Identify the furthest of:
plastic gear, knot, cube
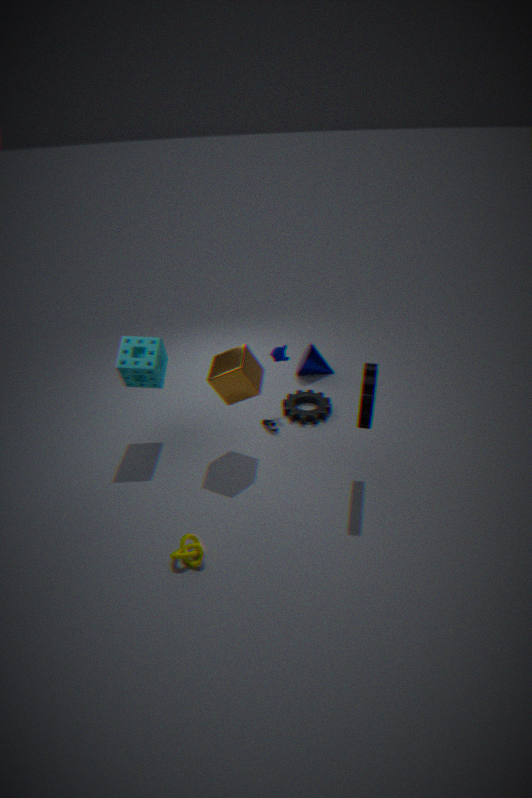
plastic gear
